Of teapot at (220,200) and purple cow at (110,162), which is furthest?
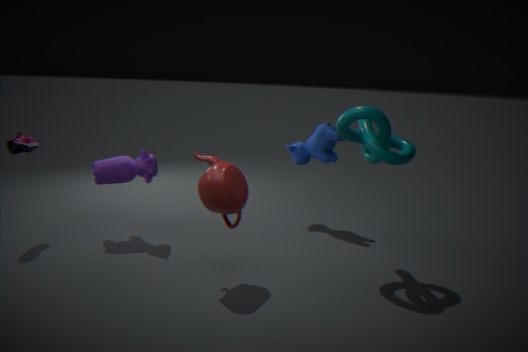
purple cow at (110,162)
